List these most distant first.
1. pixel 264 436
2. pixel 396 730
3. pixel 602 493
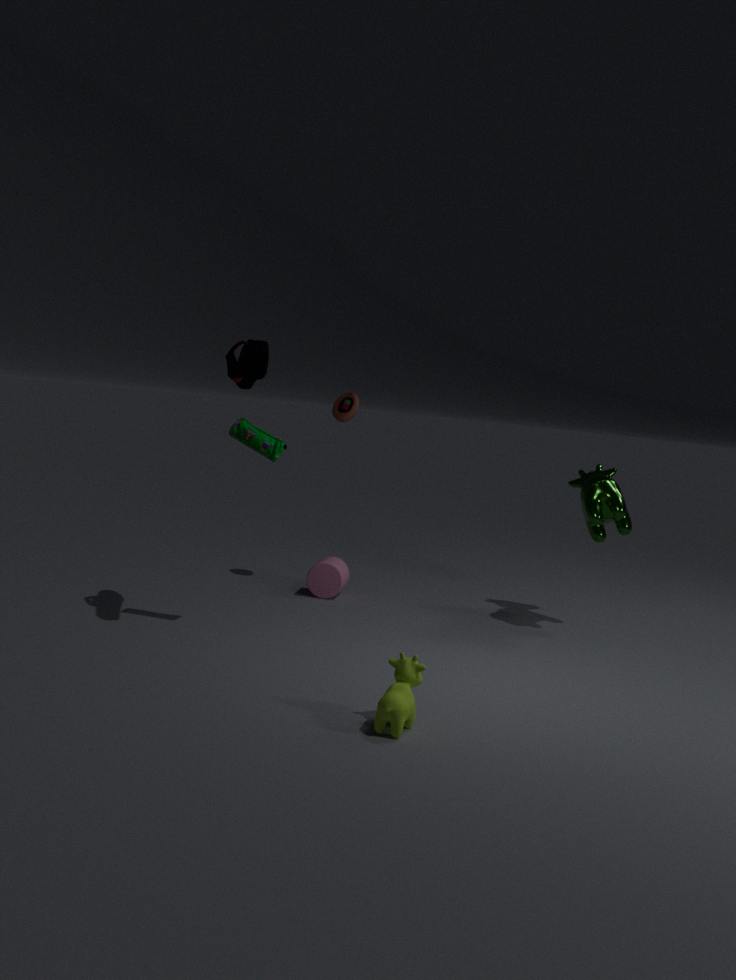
pixel 602 493
pixel 264 436
pixel 396 730
